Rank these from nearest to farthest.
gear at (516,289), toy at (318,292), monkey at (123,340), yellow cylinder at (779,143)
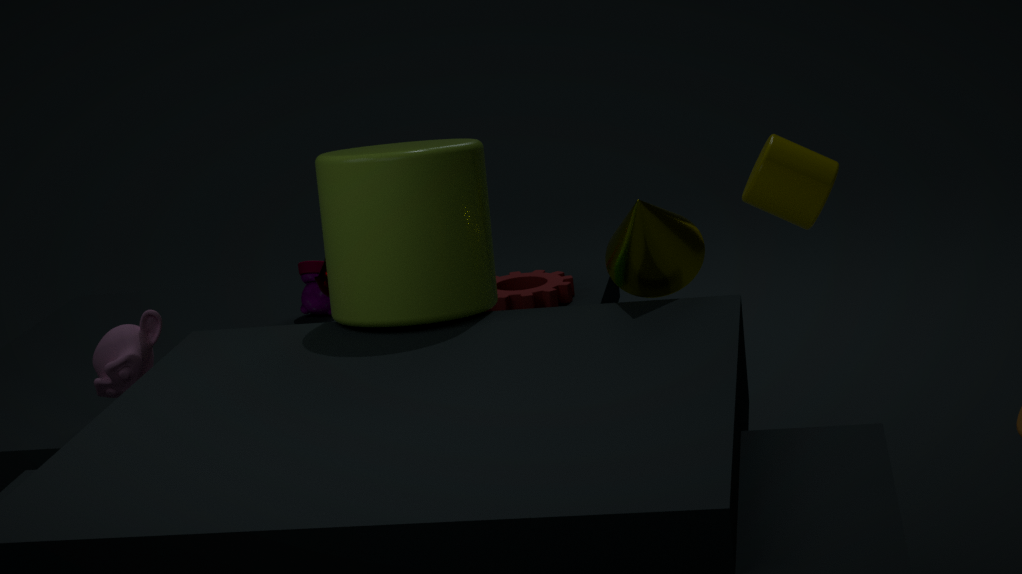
monkey at (123,340), yellow cylinder at (779,143), gear at (516,289), toy at (318,292)
